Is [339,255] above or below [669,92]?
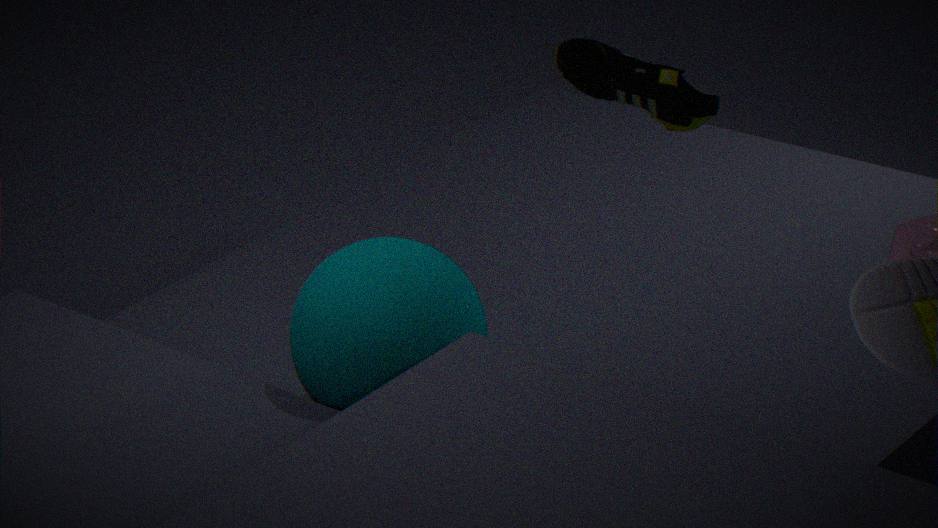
below
